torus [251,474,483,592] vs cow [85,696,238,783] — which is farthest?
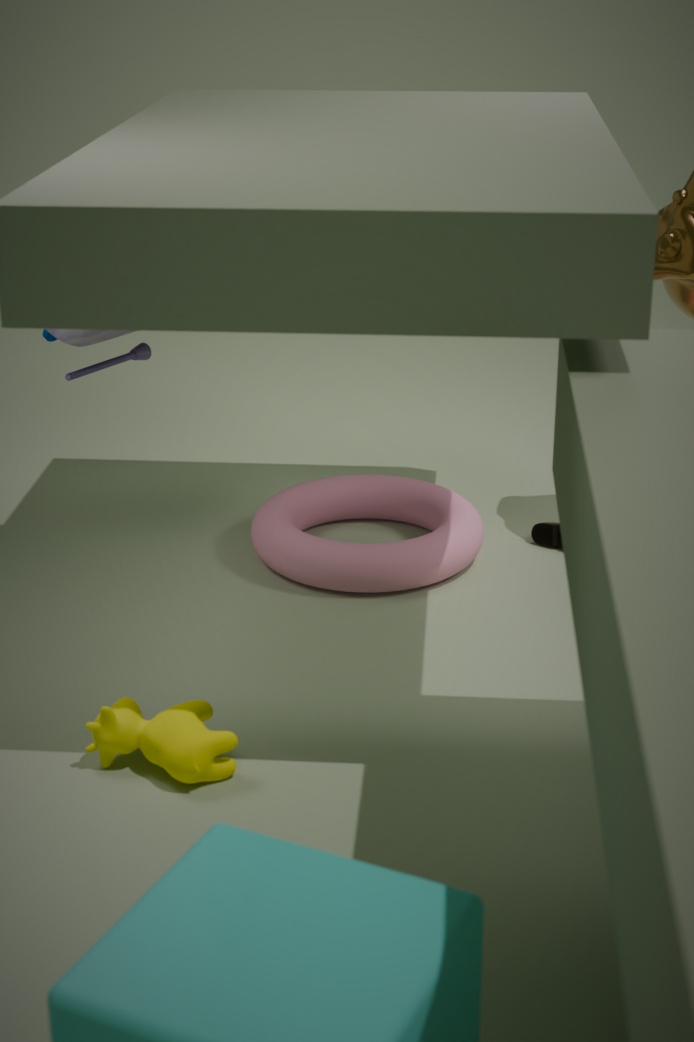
torus [251,474,483,592]
